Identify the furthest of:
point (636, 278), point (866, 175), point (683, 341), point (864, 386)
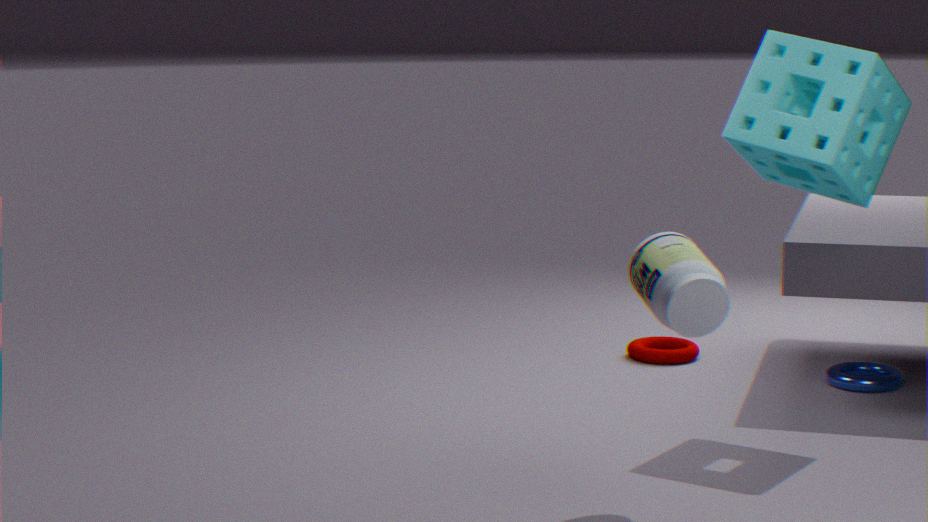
point (683, 341)
